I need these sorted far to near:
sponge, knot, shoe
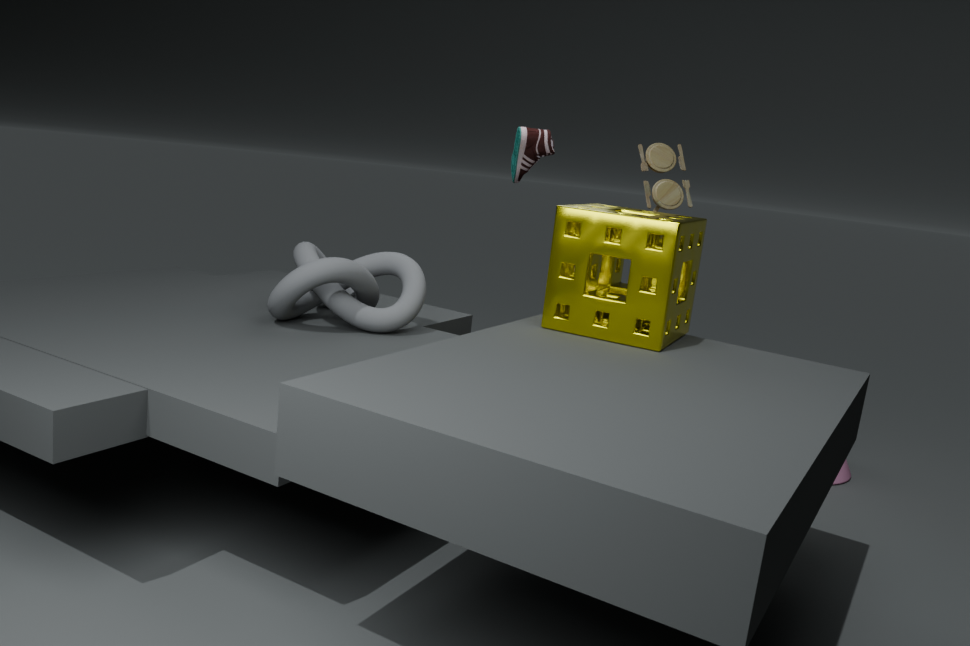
shoe < knot < sponge
